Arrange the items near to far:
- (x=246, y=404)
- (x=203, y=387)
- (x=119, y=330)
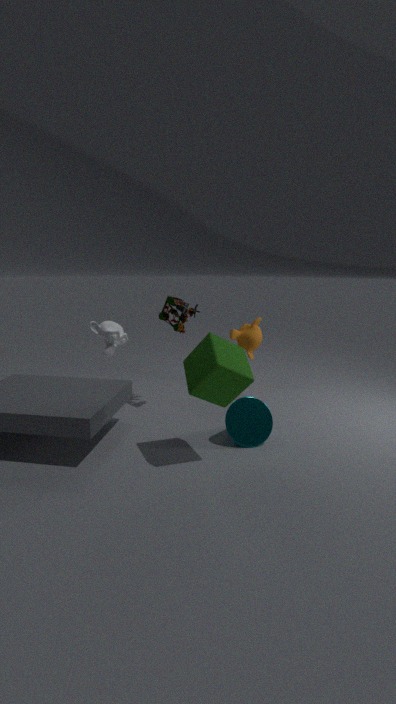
(x=203, y=387) → (x=246, y=404) → (x=119, y=330)
